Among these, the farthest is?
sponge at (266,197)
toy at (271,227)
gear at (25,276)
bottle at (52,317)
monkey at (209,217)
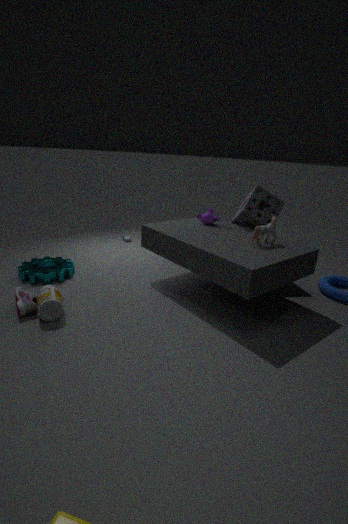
monkey at (209,217)
